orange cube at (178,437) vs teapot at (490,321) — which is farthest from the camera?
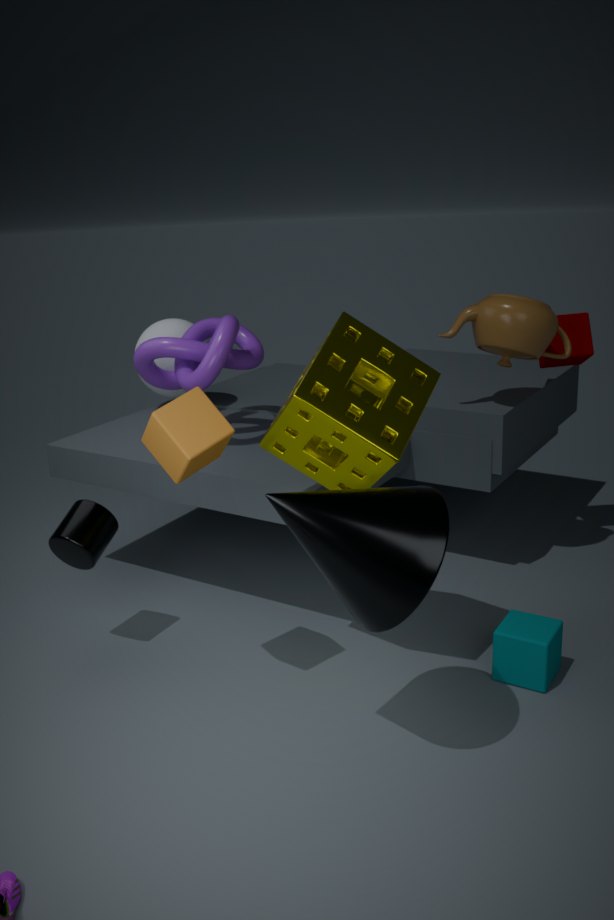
teapot at (490,321)
